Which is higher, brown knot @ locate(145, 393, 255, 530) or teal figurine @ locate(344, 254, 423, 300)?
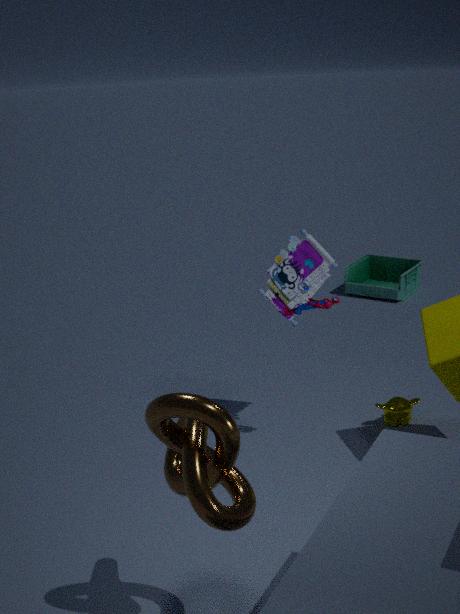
brown knot @ locate(145, 393, 255, 530)
